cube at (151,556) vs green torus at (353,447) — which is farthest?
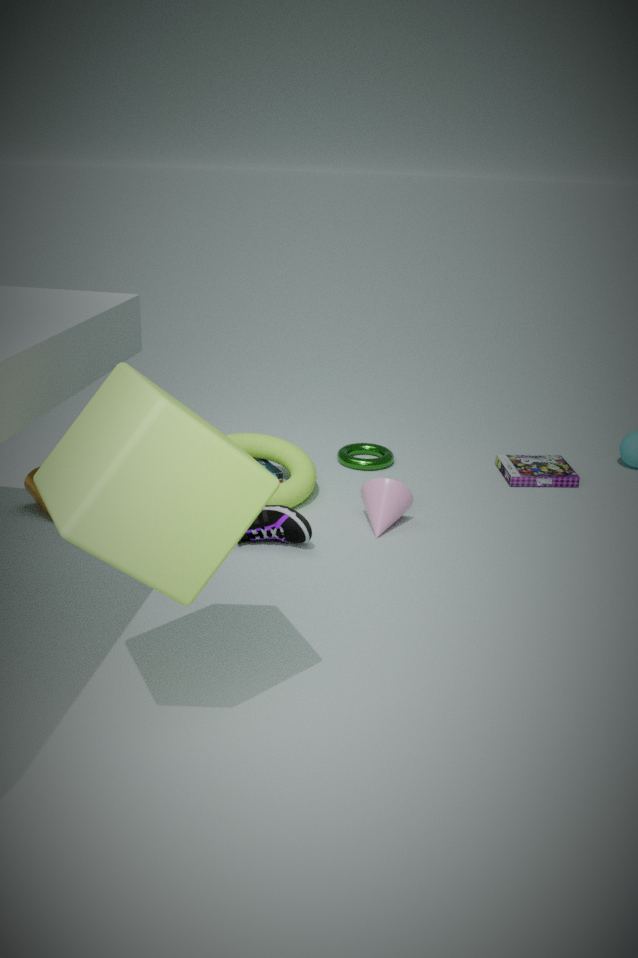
green torus at (353,447)
